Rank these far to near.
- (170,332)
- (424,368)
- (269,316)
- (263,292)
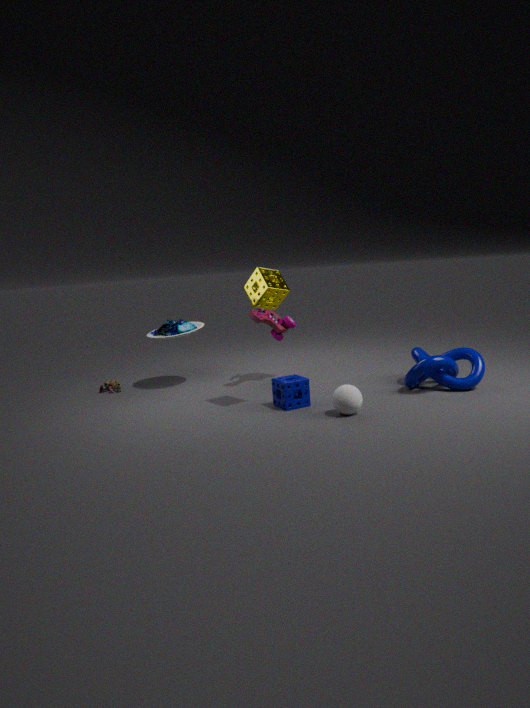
(170,332) < (269,316) < (424,368) < (263,292)
